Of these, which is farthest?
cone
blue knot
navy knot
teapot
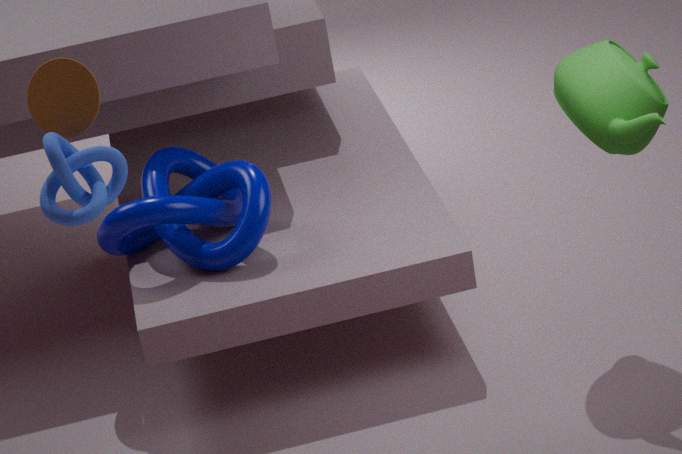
navy knot
